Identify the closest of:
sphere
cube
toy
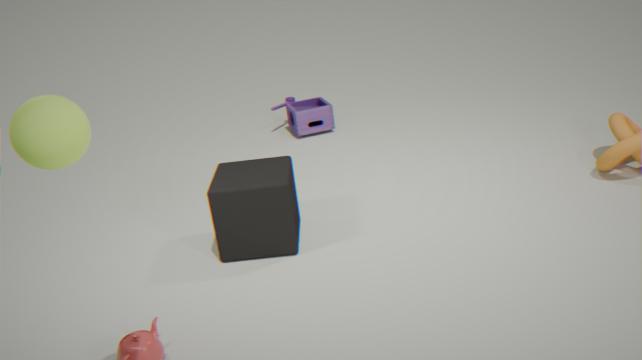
sphere
